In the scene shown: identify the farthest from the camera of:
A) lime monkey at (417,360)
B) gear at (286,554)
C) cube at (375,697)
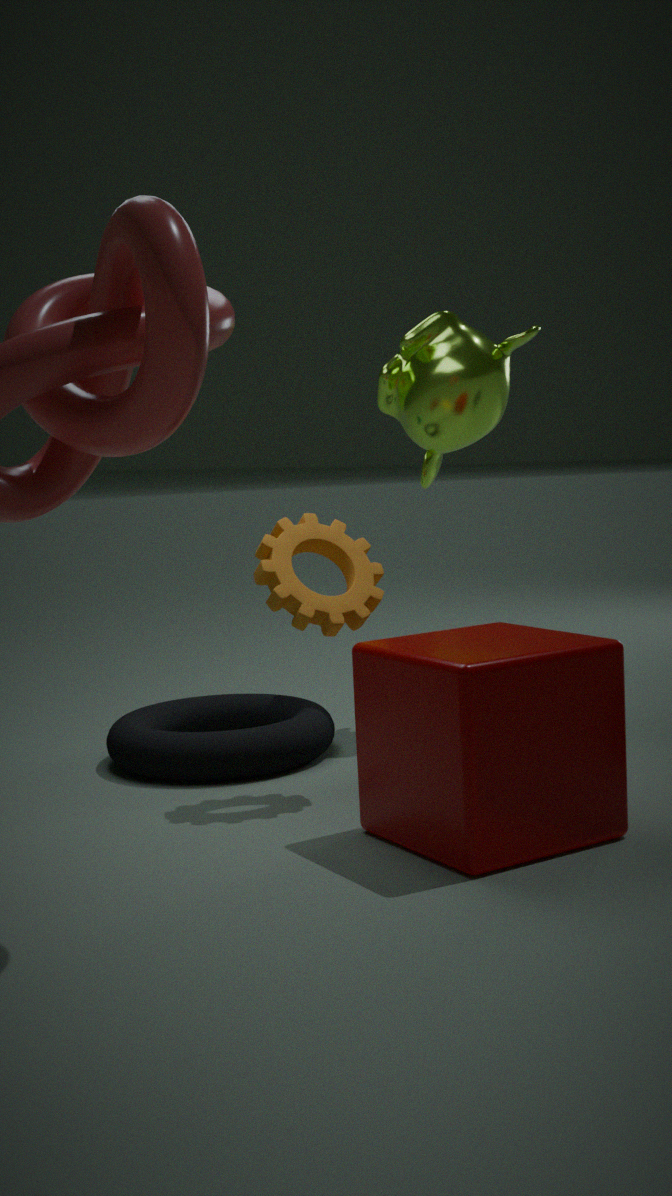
lime monkey at (417,360)
